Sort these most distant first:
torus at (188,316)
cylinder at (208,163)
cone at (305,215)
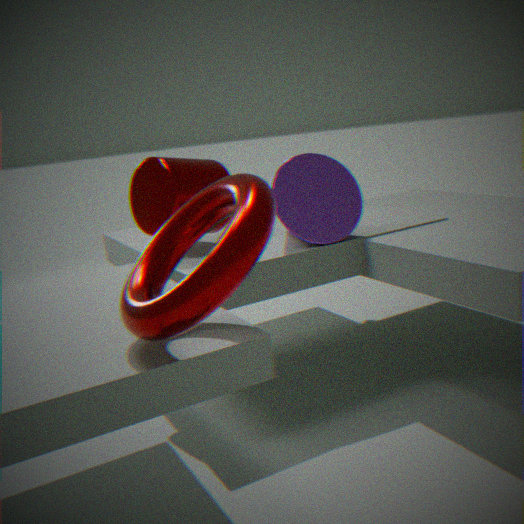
cone at (305,215)
cylinder at (208,163)
torus at (188,316)
